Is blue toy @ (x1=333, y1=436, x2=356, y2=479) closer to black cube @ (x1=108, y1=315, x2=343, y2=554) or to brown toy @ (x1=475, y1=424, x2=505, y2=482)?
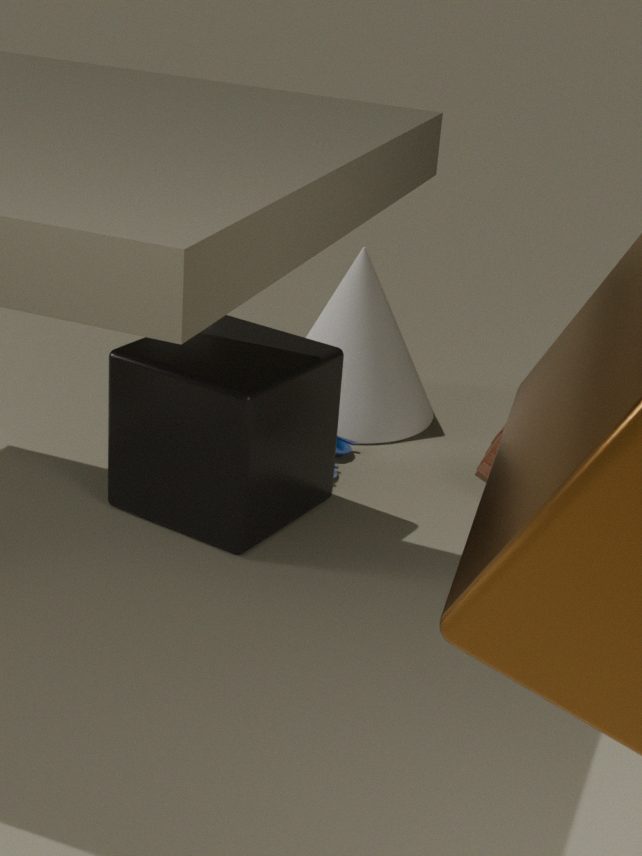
black cube @ (x1=108, y1=315, x2=343, y2=554)
